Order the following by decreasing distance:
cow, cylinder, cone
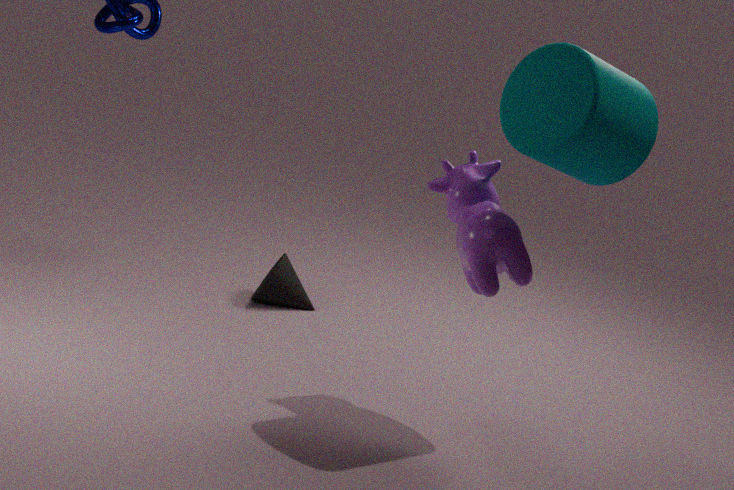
1. cone
2. cow
3. cylinder
